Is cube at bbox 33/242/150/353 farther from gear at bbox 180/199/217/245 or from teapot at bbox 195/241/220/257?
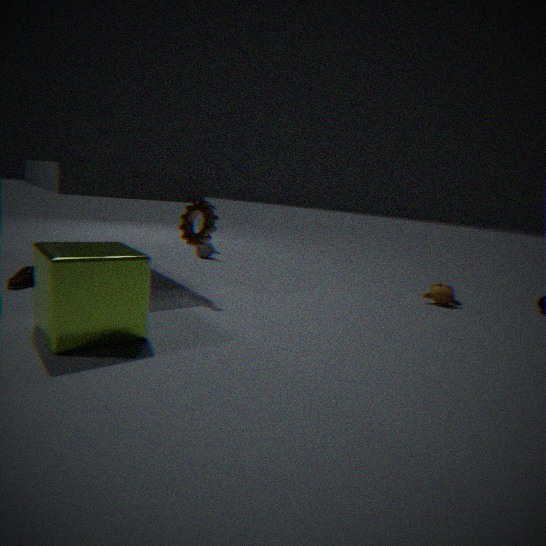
teapot at bbox 195/241/220/257
